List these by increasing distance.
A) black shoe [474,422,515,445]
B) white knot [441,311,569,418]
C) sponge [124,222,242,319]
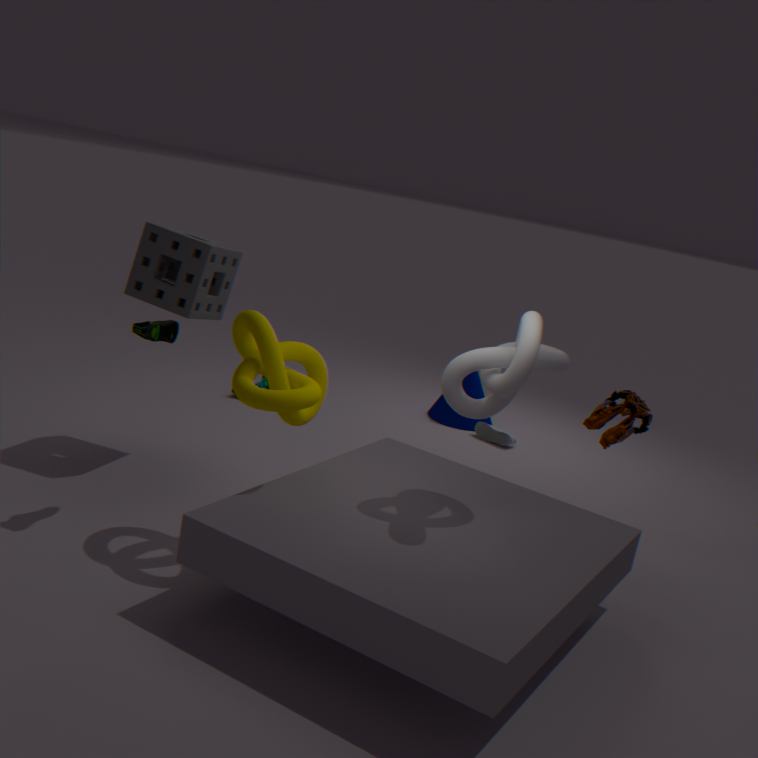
1. white knot [441,311,569,418]
2. sponge [124,222,242,319]
3. black shoe [474,422,515,445]
